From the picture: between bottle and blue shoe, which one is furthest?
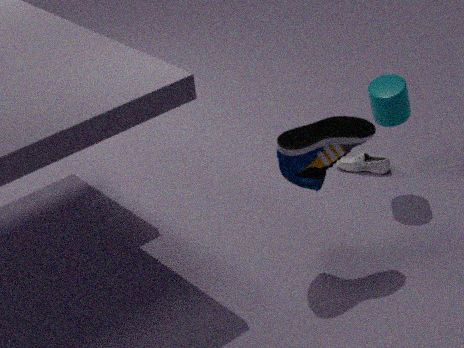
bottle
